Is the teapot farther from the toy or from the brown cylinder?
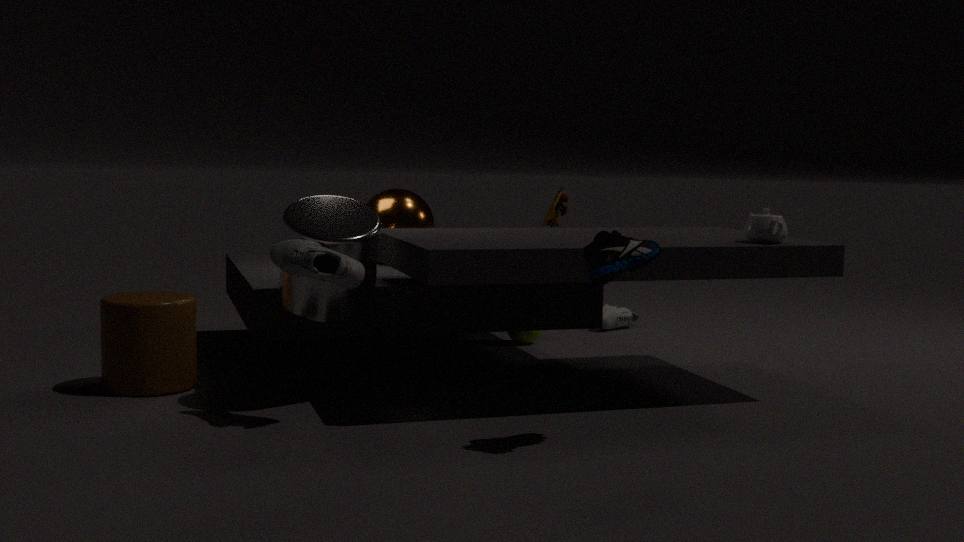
the brown cylinder
